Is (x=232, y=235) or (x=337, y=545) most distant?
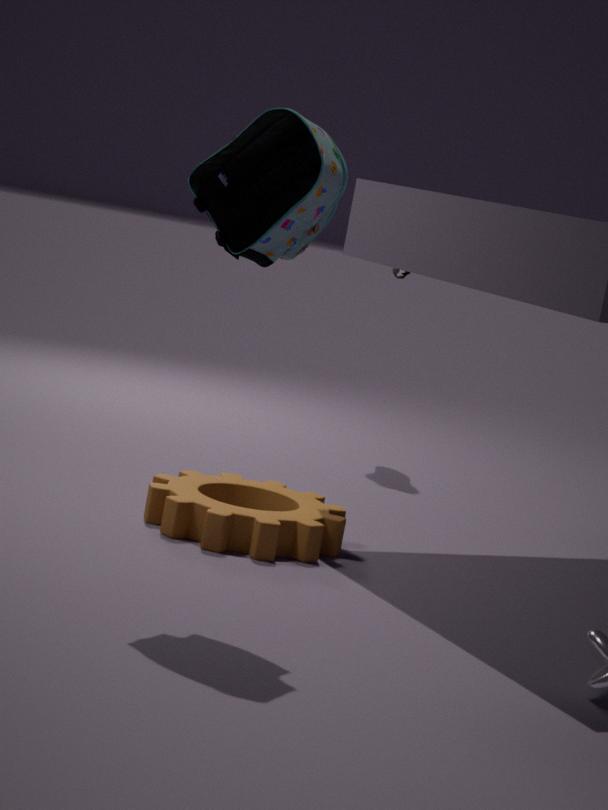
(x=337, y=545)
